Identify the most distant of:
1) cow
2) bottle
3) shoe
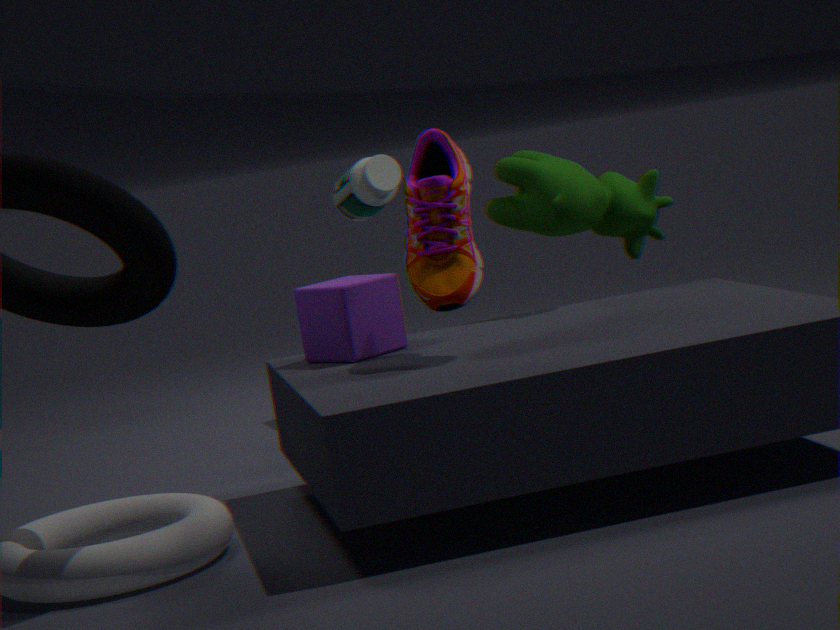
2. bottle
